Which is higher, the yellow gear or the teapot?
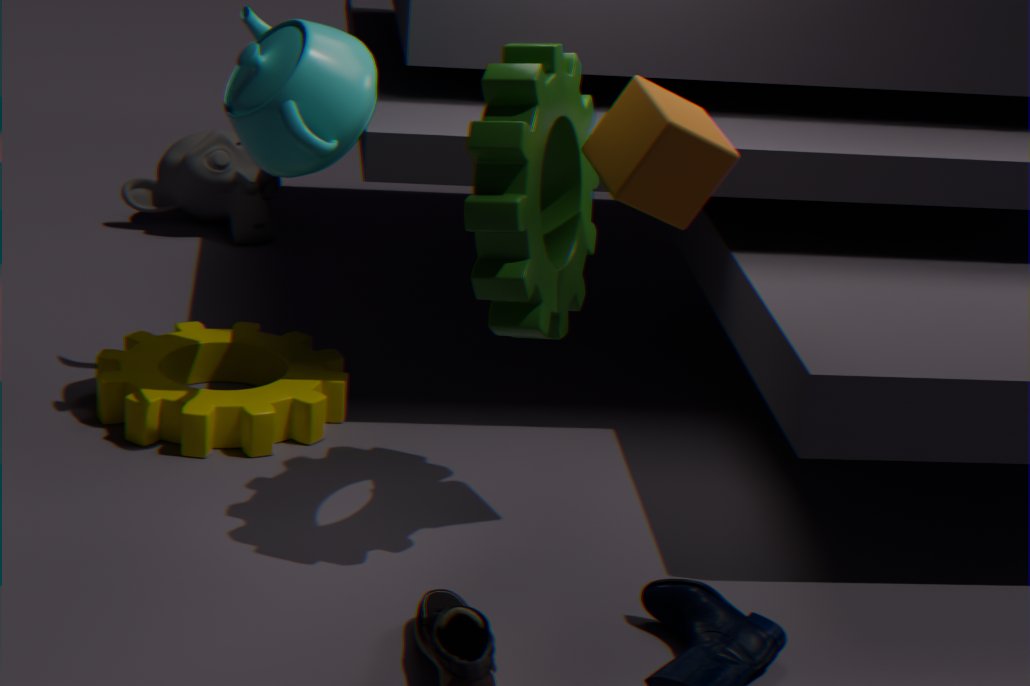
the teapot
